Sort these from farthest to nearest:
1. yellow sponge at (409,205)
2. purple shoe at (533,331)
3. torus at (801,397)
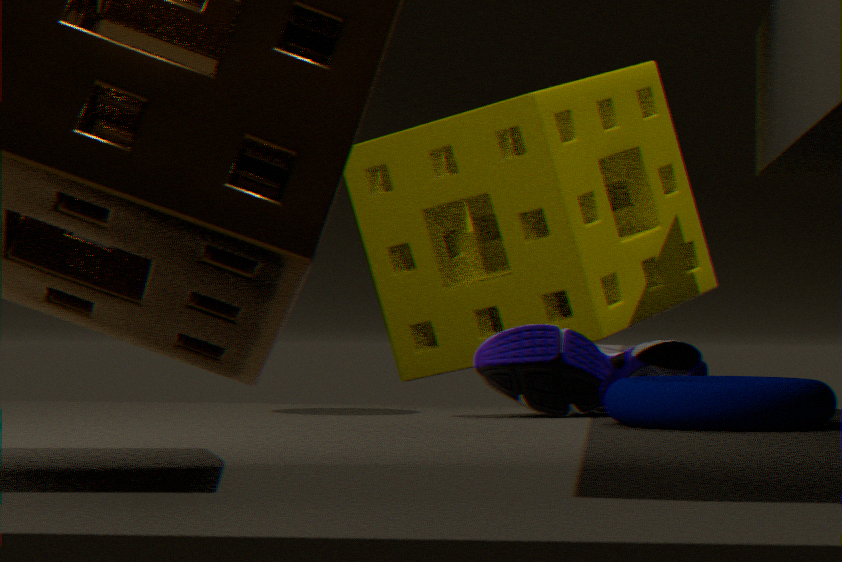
yellow sponge at (409,205), purple shoe at (533,331), torus at (801,397)
